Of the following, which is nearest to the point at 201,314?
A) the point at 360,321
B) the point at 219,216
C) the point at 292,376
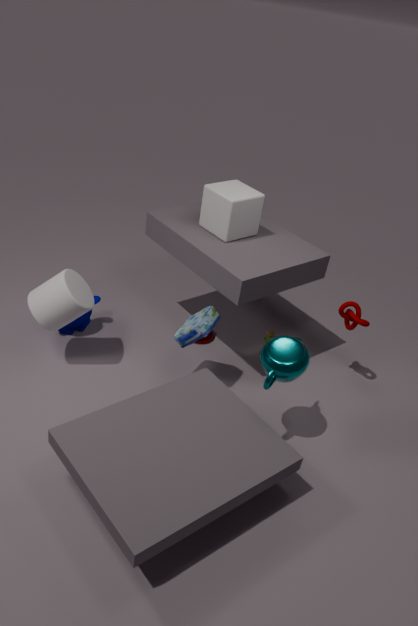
the point at 292,376
